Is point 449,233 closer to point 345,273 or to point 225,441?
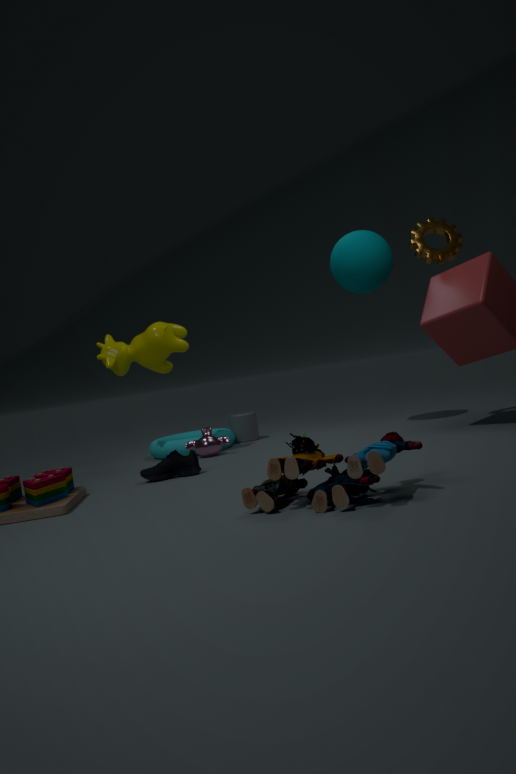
point 345,273
